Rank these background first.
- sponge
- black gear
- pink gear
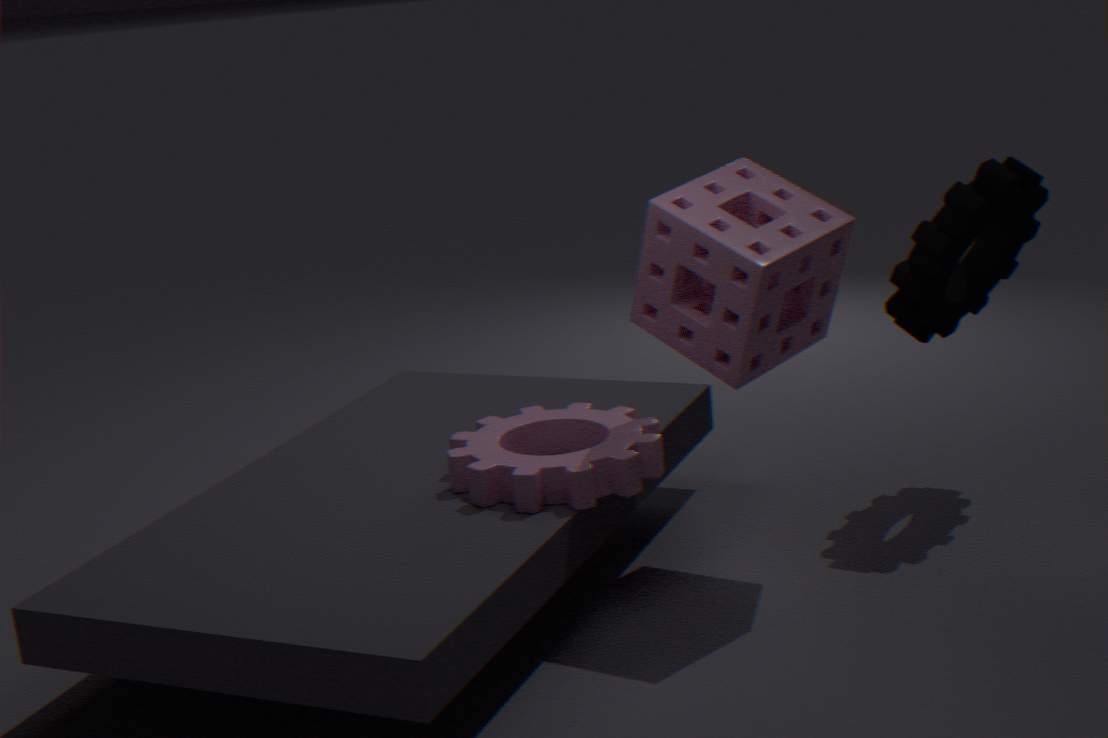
black gear → pink gear → sponge
